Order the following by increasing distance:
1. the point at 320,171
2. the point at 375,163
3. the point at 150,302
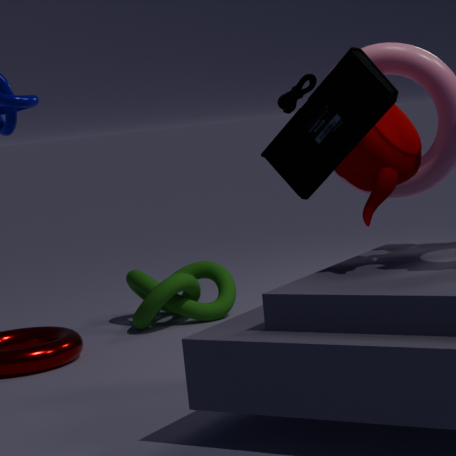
1. the point at 320,171
2. the point at 375,163
3. the point at 150,302
